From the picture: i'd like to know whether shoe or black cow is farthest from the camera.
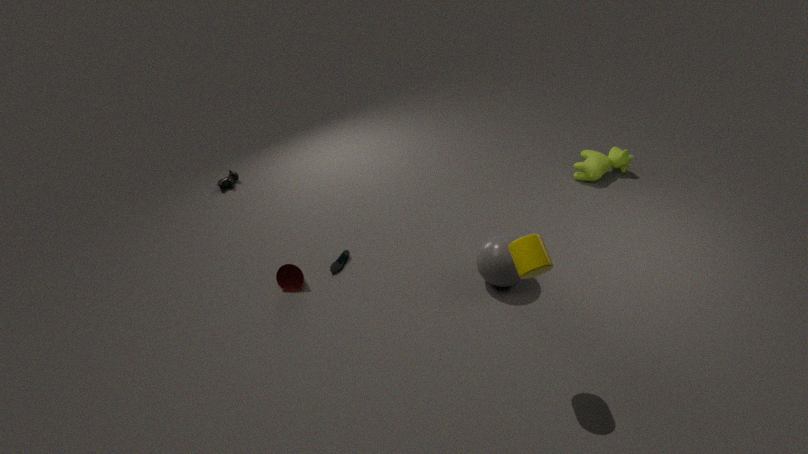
black cow
